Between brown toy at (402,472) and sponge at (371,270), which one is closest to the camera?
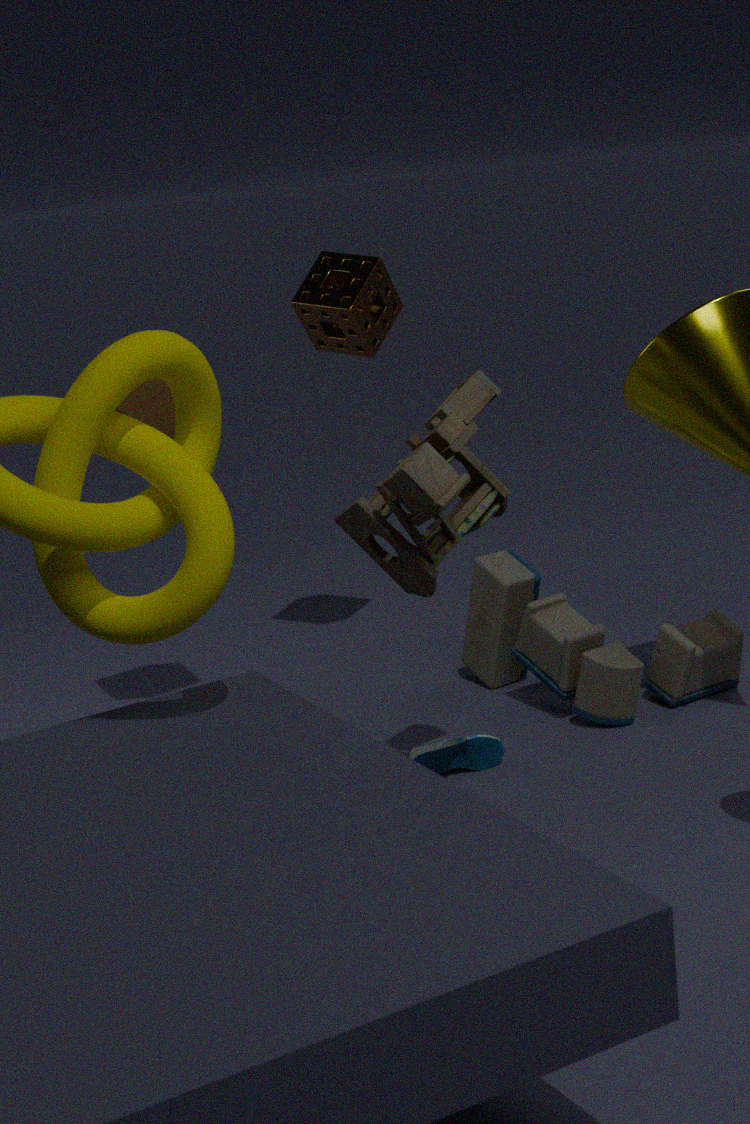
brown toy at (402,472)
